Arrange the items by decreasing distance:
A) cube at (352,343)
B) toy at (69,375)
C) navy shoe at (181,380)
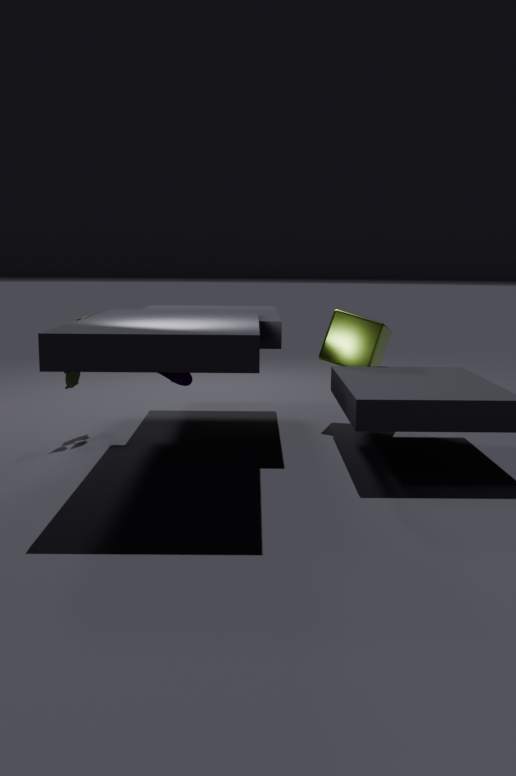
cube at (352,343), toy at (69,375), navy shoe at (181,380)
